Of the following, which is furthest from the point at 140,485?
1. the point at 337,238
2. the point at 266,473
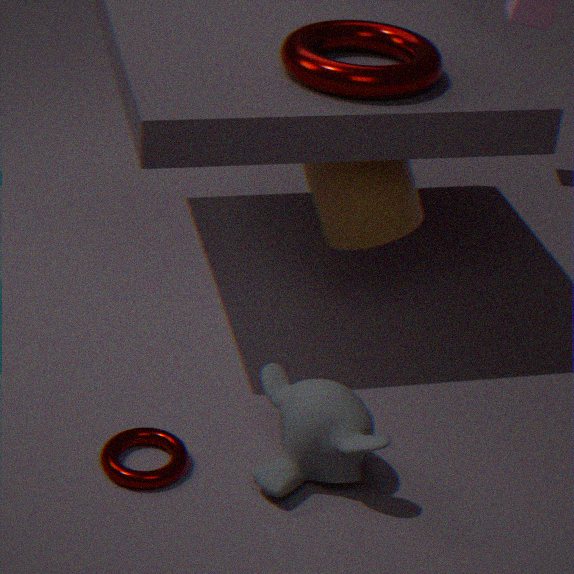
the point at 337,238
